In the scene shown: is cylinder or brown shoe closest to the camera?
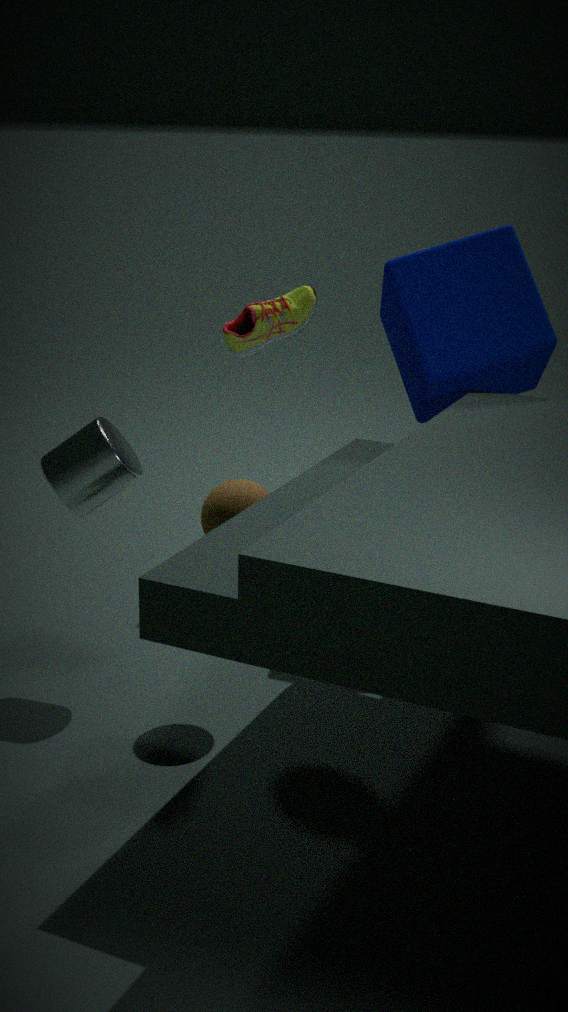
cylinder
